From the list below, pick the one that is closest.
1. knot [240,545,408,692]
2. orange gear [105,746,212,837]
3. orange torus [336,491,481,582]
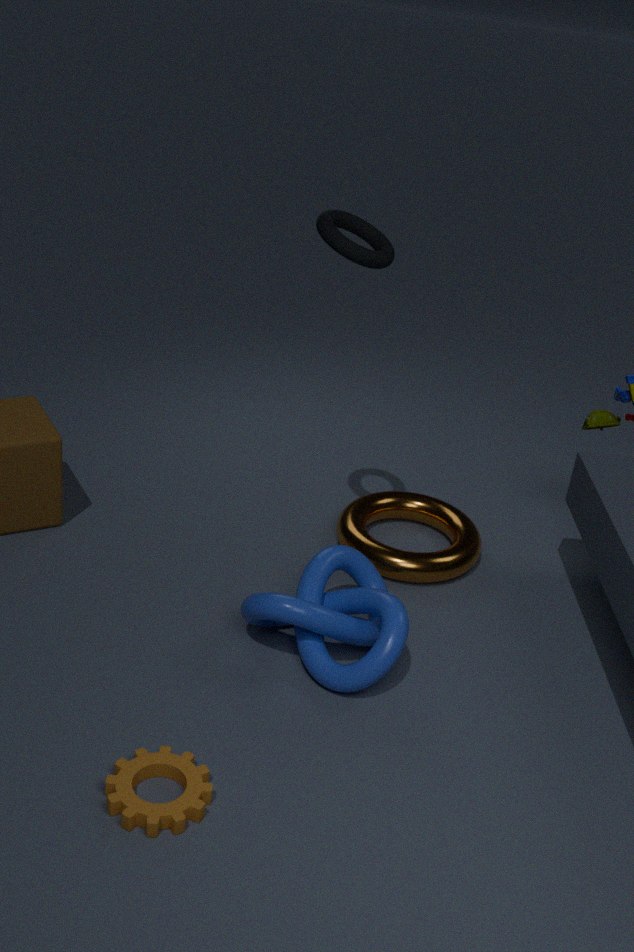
orange gear [105,746,212,837]
